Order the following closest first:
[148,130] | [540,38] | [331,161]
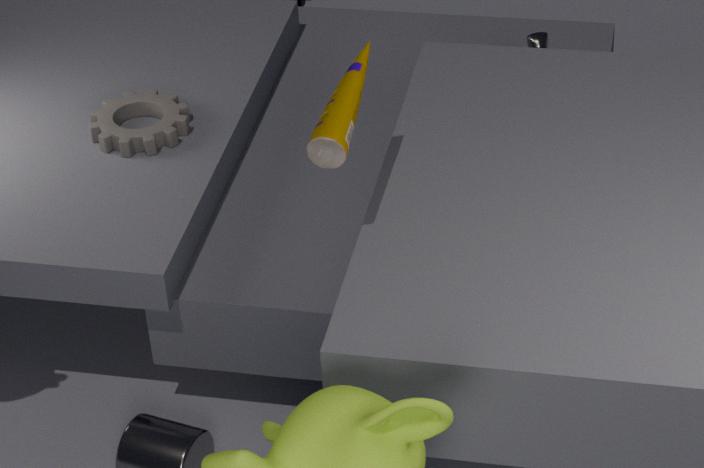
[331,161]
[148,130]
[540,38]
